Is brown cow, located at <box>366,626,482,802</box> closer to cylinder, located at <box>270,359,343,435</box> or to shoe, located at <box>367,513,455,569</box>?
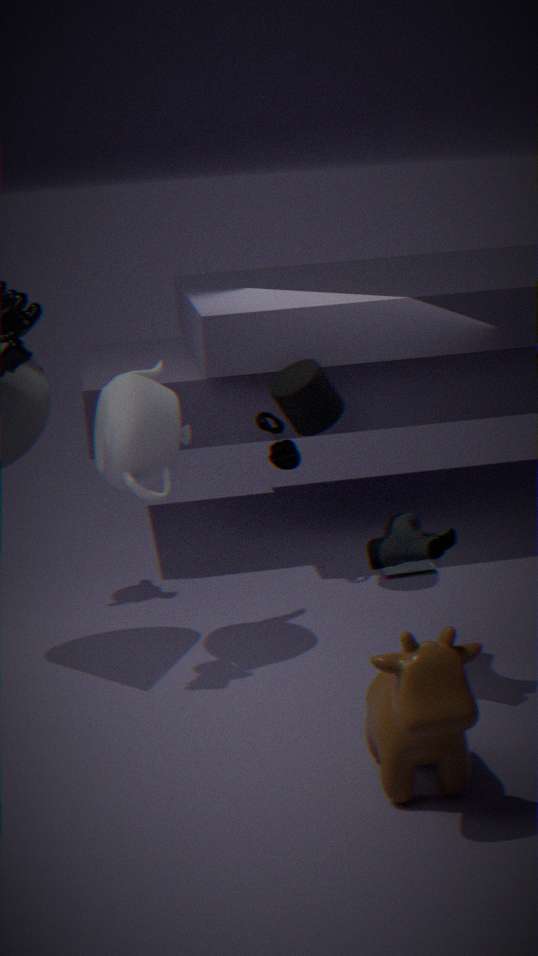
shoe, located at <box>367,513,455,569</box>
